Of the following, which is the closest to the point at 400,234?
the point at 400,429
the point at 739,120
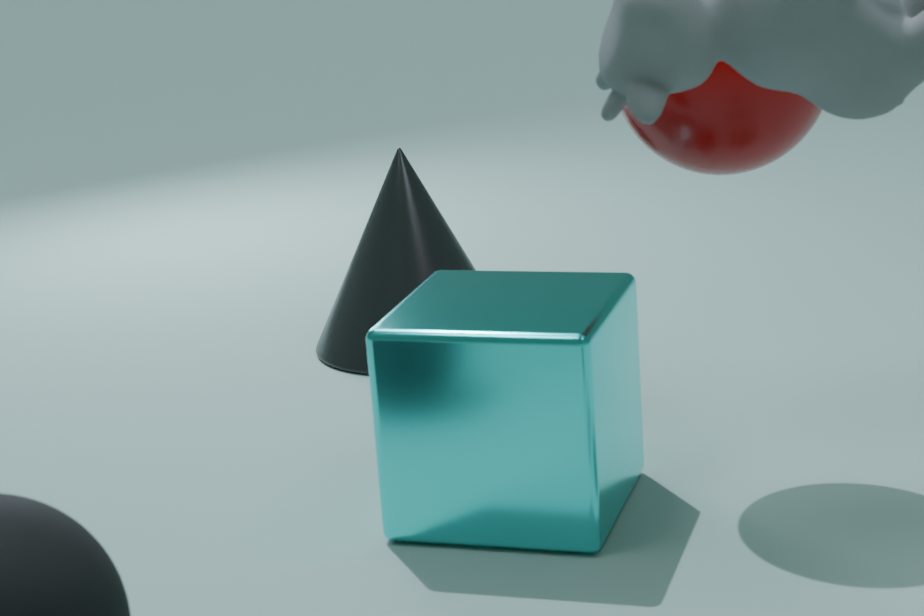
the point at 400,429
